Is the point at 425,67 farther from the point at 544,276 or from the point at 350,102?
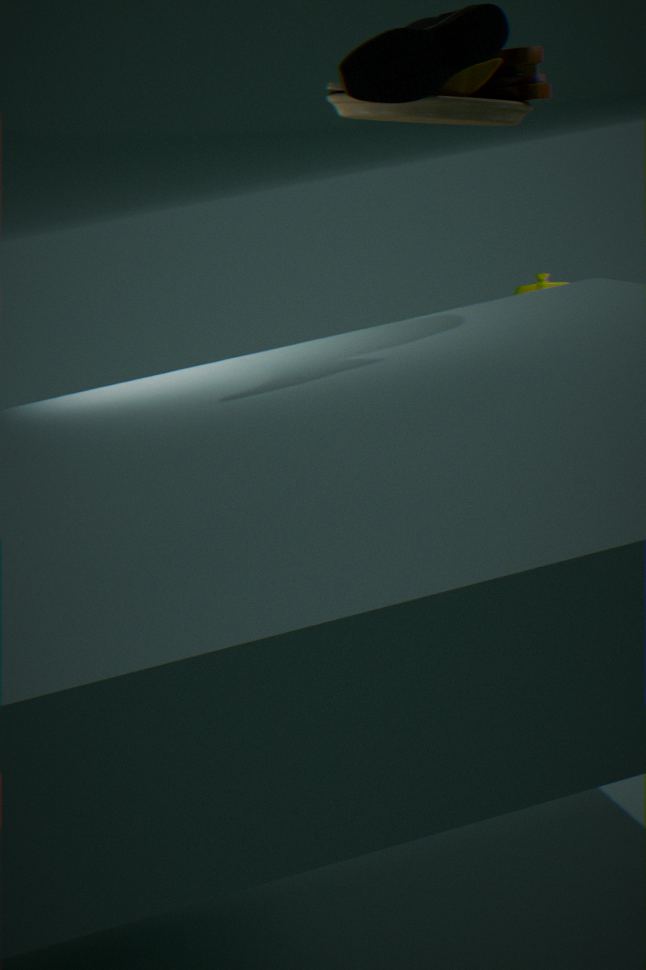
the point at 544,276
